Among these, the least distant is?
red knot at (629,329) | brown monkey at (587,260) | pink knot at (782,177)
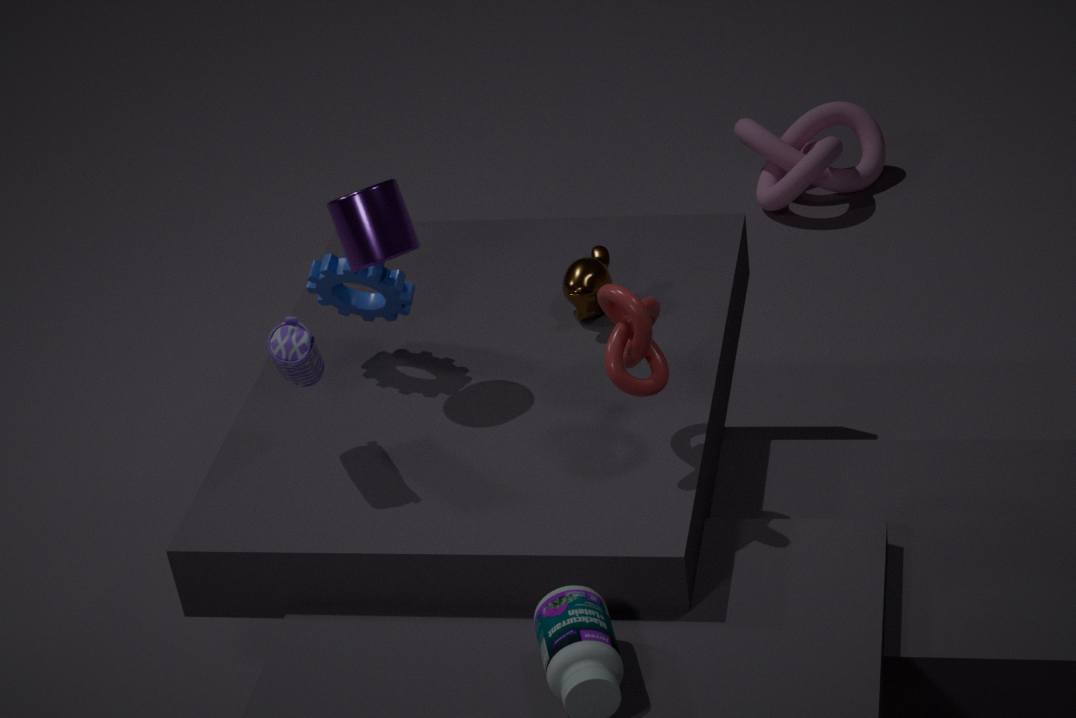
red knot at (629,329)
